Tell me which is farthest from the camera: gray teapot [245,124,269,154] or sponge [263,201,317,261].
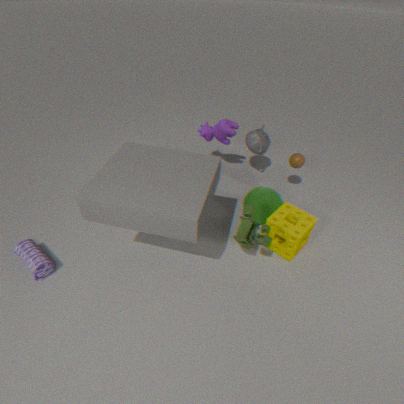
gray teapot [245,124,269,154]
